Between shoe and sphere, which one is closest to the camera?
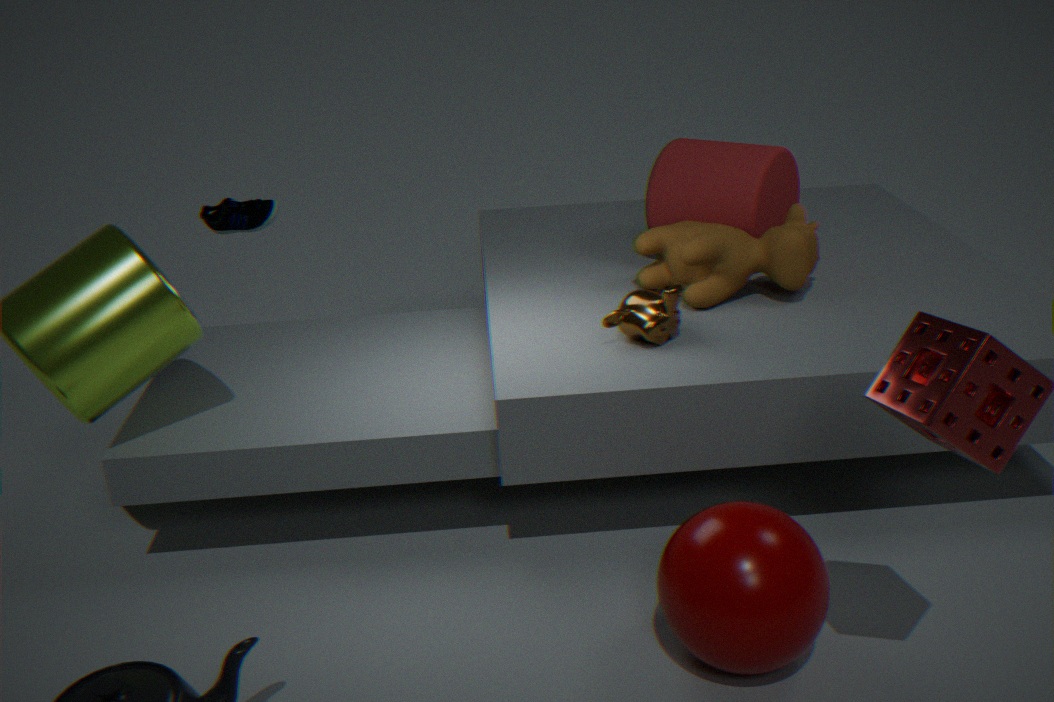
sphere
